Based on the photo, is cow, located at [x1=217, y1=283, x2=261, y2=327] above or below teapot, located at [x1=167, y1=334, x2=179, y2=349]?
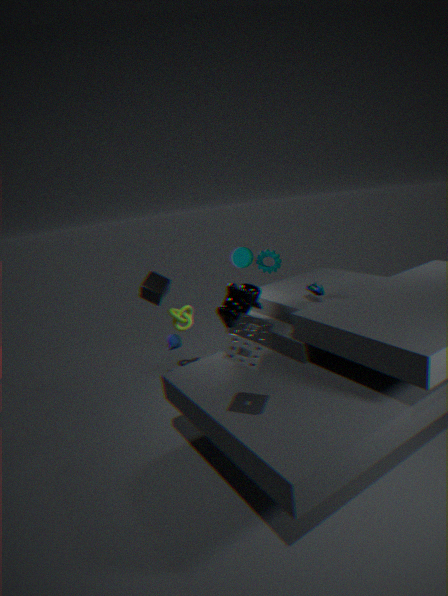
above
